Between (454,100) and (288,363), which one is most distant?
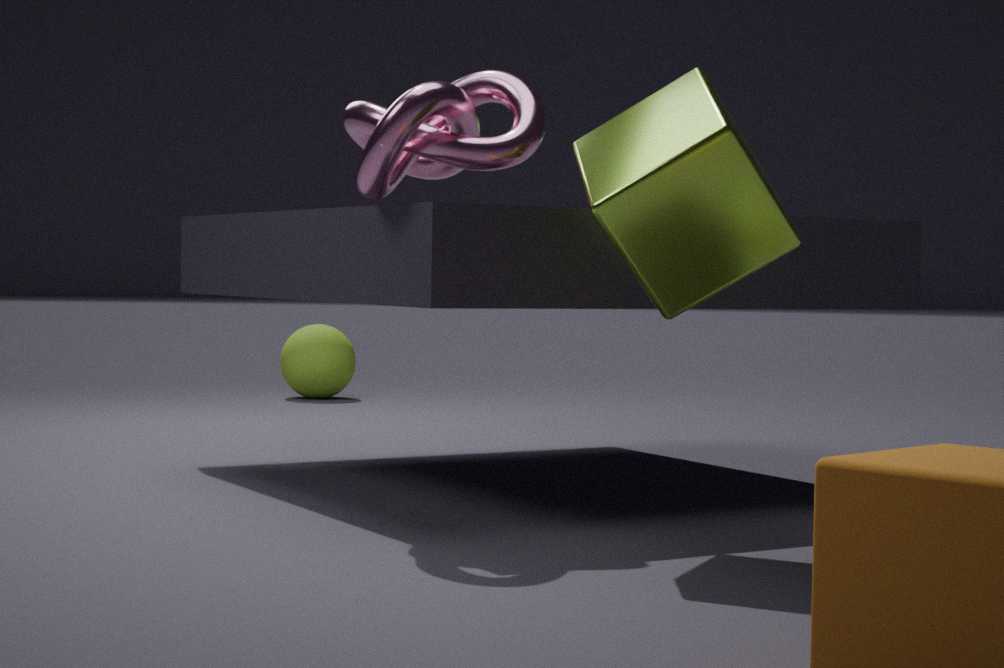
(288,363)
